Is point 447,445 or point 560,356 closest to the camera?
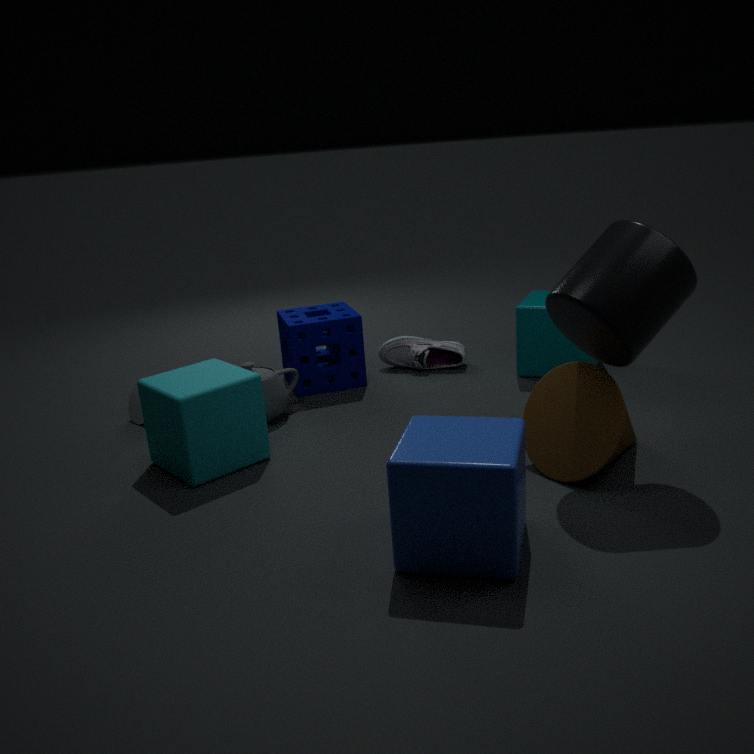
point 447,445
